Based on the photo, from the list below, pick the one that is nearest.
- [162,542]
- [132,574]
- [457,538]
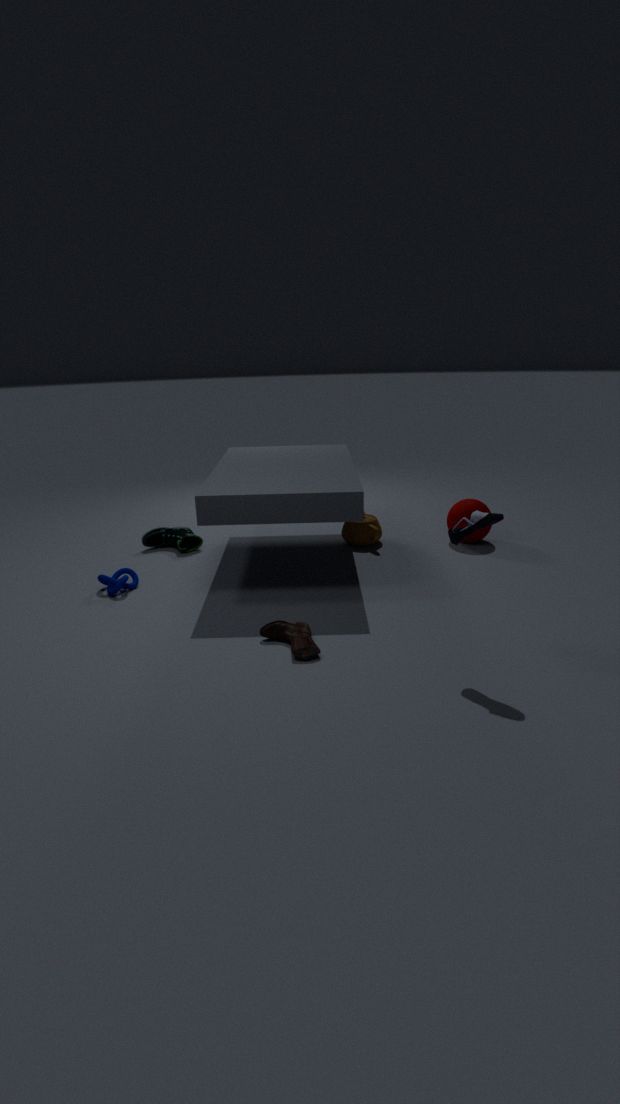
[457,538]
